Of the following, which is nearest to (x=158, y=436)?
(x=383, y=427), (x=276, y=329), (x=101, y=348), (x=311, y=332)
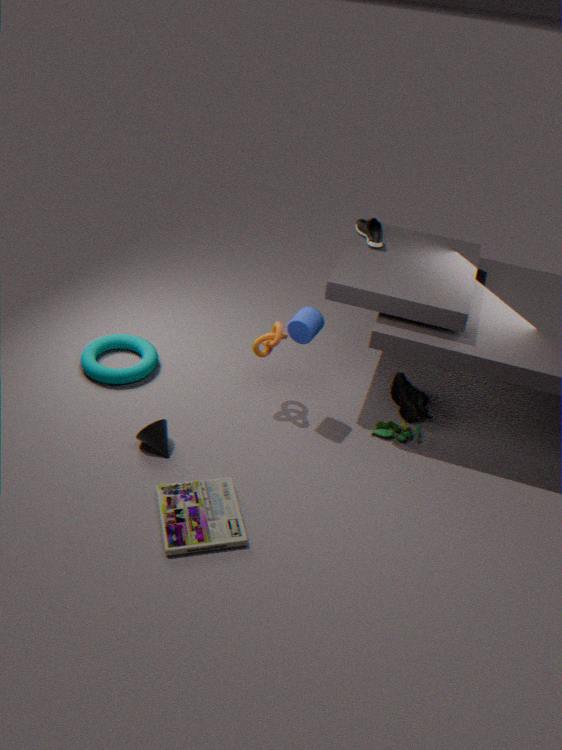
(x=101, y=348)
